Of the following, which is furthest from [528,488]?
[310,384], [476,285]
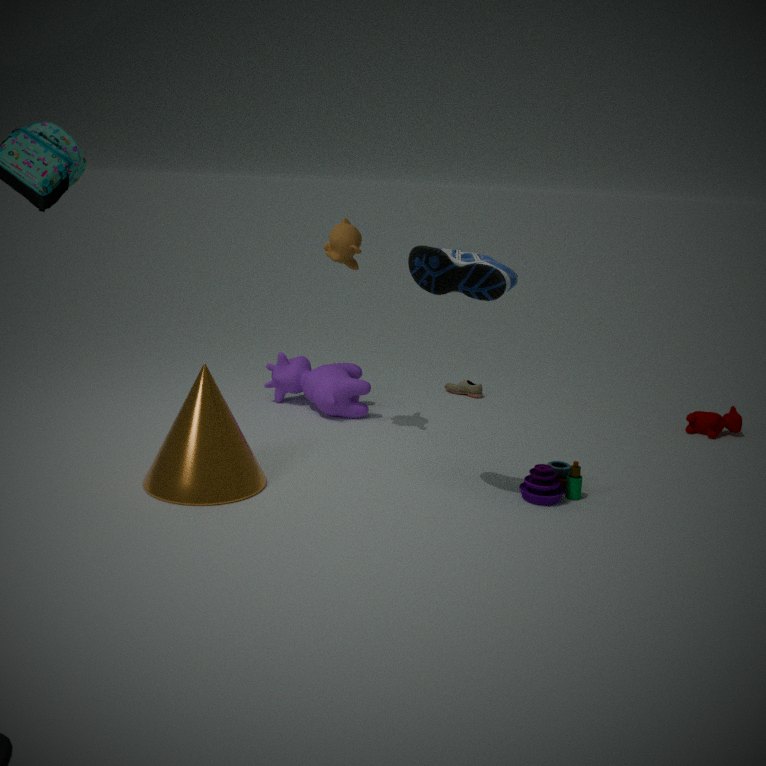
[310,384]
